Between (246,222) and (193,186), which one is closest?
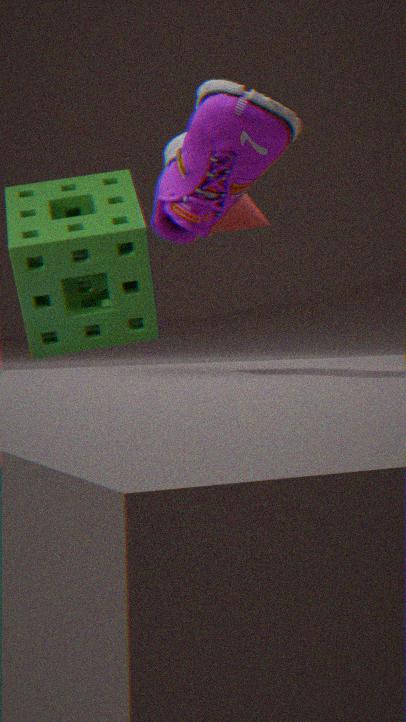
(193,186)
